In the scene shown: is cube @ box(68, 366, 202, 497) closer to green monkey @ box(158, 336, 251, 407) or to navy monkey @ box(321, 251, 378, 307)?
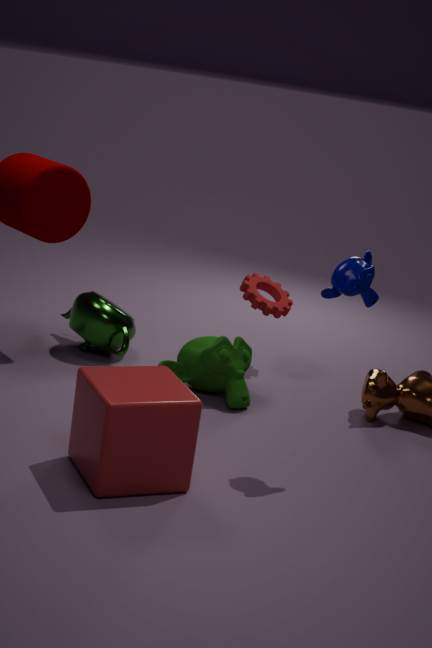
green monkey @ box(158, 336, 251, 407)
